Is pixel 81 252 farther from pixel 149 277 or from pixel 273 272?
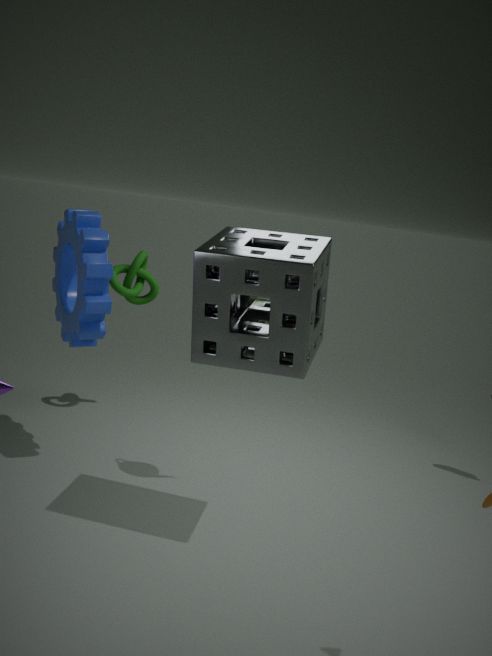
pixel 273 272
